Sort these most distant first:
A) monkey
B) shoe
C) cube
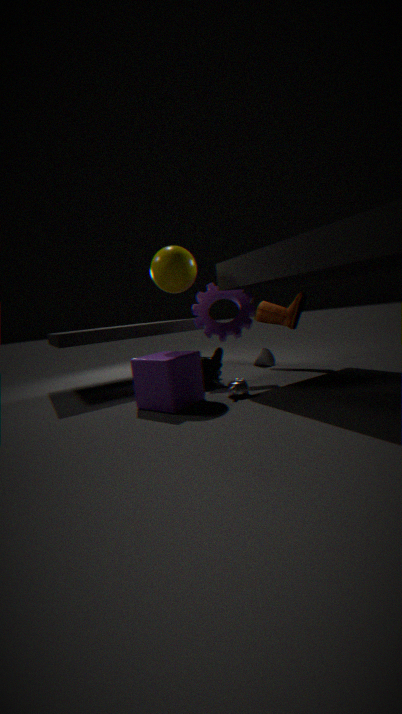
1. shoe
2. monkey
3. cube
